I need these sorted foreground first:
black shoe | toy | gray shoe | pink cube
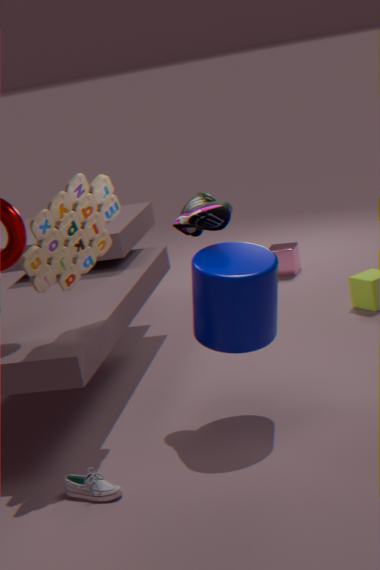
gray shoe
toy
black shoe
pink cube
